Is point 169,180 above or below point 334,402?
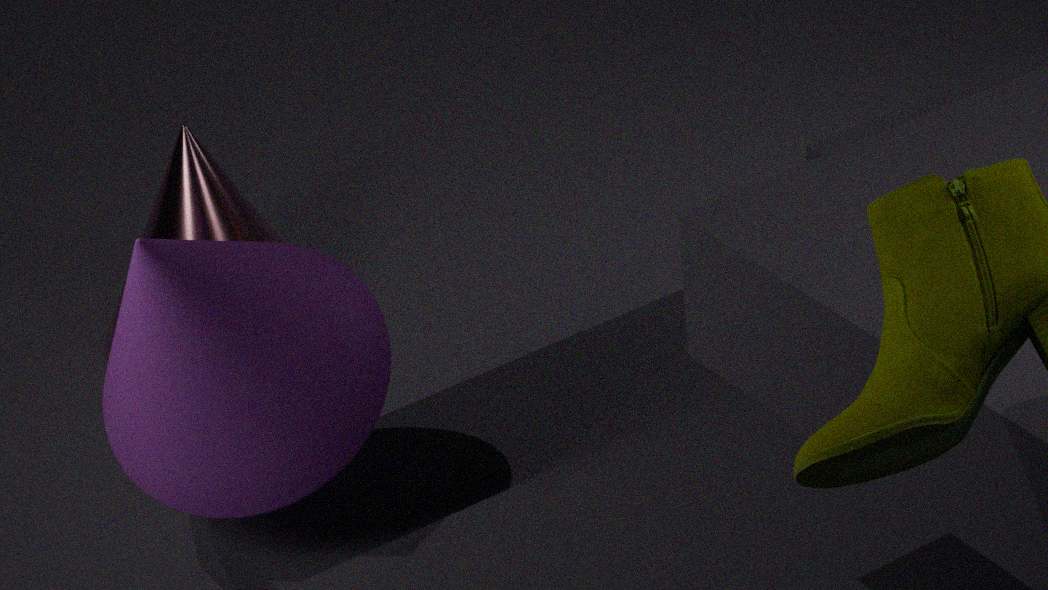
below
